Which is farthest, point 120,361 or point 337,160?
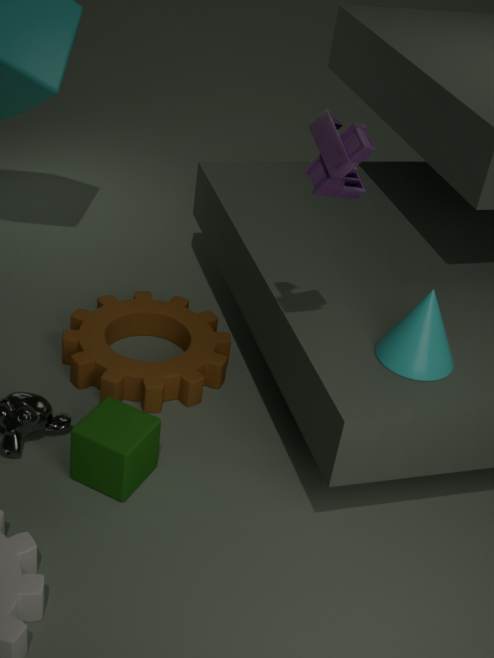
point 120,361
